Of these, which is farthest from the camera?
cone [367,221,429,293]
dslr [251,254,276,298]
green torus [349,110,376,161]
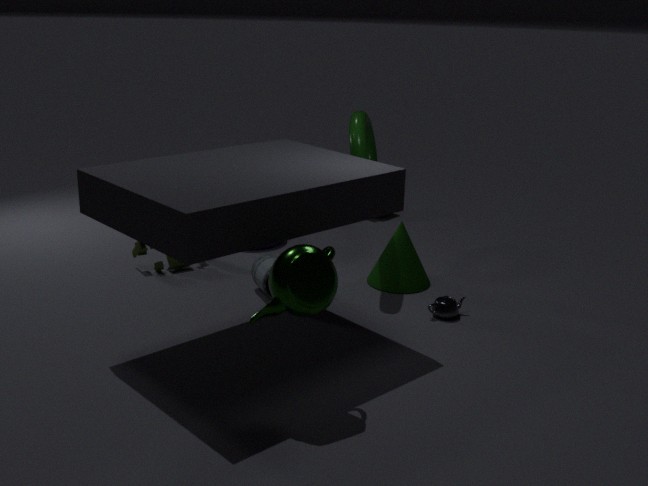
cone [367,221,429,293]
